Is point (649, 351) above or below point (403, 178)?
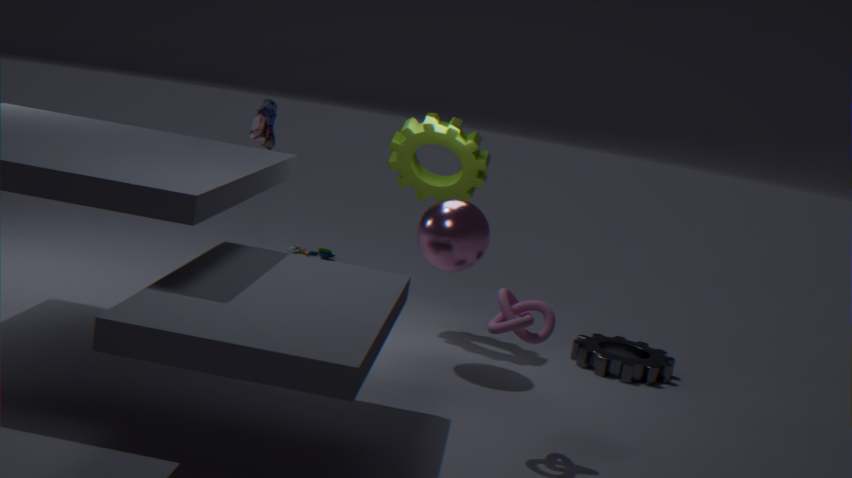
below
